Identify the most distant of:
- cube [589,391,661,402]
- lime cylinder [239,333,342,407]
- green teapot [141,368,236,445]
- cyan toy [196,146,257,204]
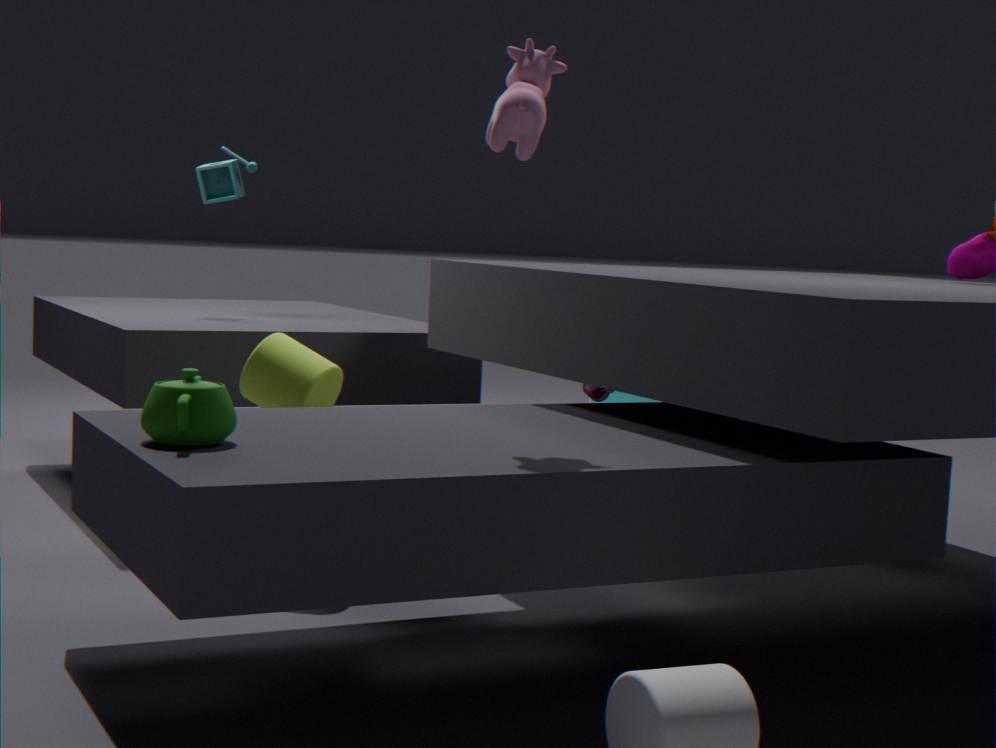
cube [589,391,661,402]
